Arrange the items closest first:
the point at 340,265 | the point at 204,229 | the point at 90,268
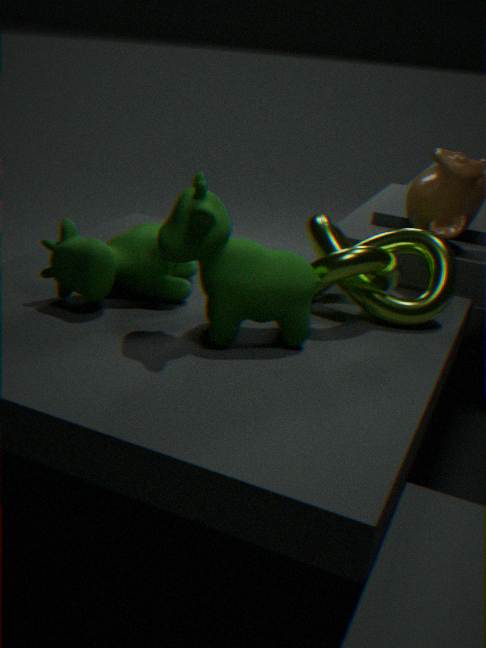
1. the point at 204,229
2. the point at 90,268
3. the point at 340,265
